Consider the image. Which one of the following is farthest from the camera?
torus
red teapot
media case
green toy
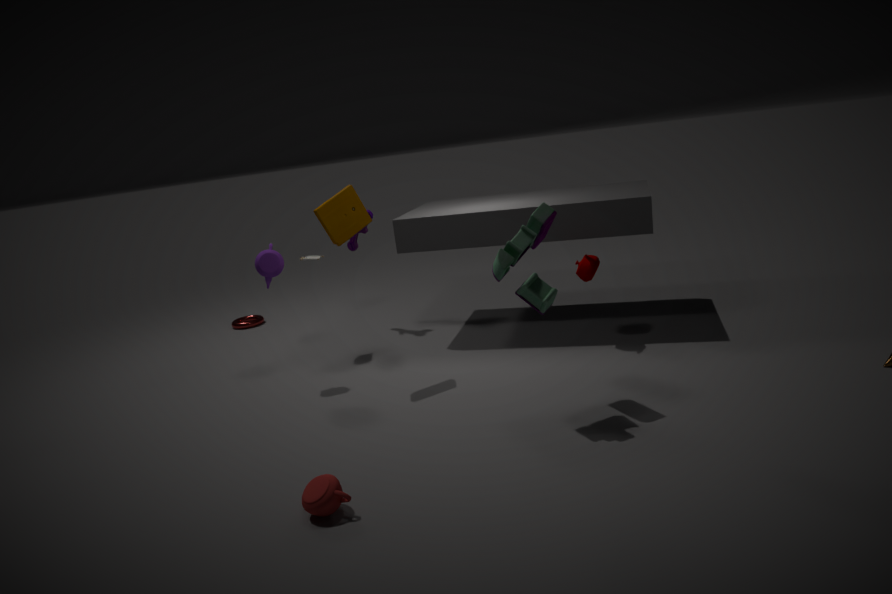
torus
